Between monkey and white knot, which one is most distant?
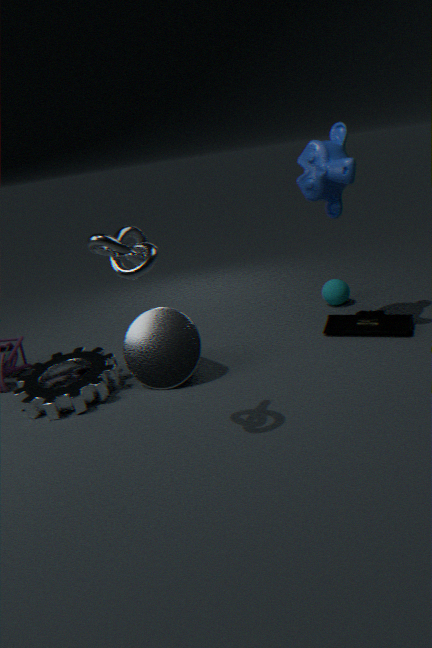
monkey
